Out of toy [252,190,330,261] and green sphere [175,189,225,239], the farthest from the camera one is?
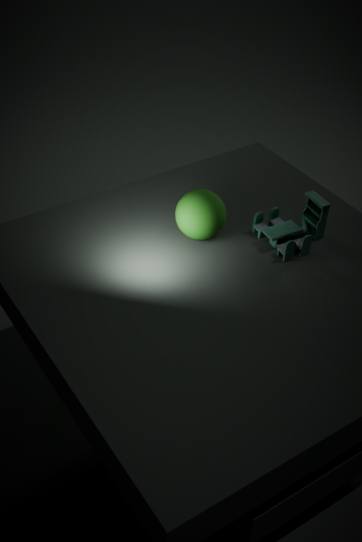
toy [252,190,330,261]
